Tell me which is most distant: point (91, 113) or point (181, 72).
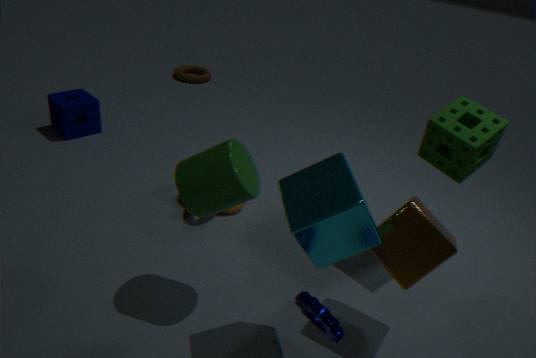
point (181, 72)
